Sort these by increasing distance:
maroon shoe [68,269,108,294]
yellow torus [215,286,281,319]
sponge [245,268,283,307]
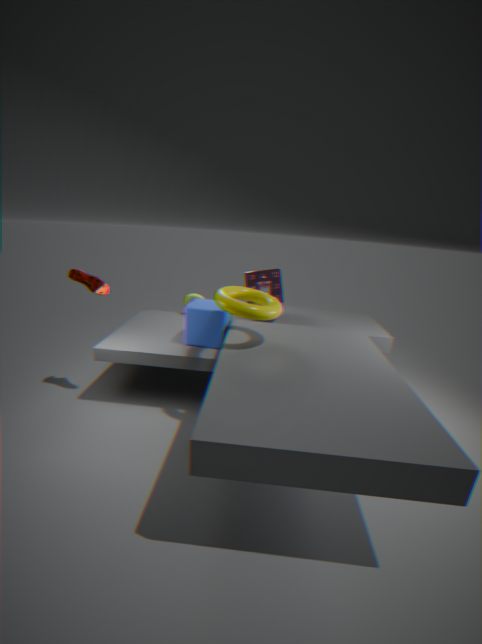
yellow torus [215,286,281,319] < maroon shoe [68,269,108,294] < sponge [245,268,283,307]
